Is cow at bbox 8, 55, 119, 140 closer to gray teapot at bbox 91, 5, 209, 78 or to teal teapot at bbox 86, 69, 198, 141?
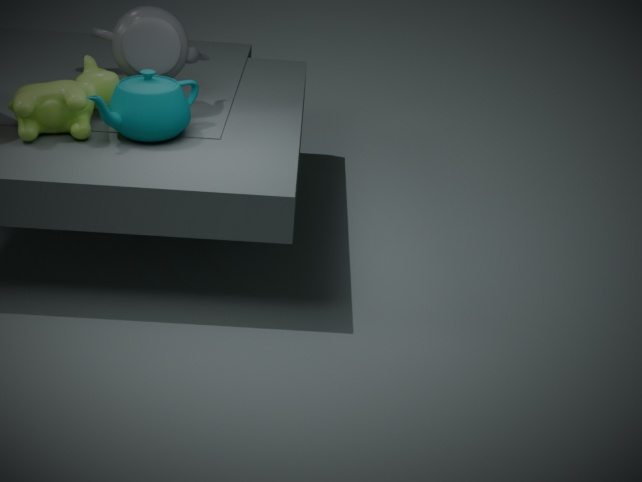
teal teapot at bbox 86, 69, 198, 141
